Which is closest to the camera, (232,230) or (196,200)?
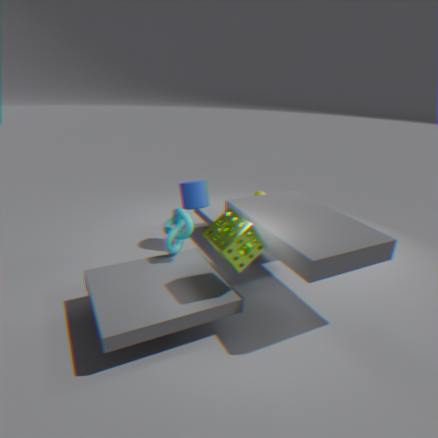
(232,230)
